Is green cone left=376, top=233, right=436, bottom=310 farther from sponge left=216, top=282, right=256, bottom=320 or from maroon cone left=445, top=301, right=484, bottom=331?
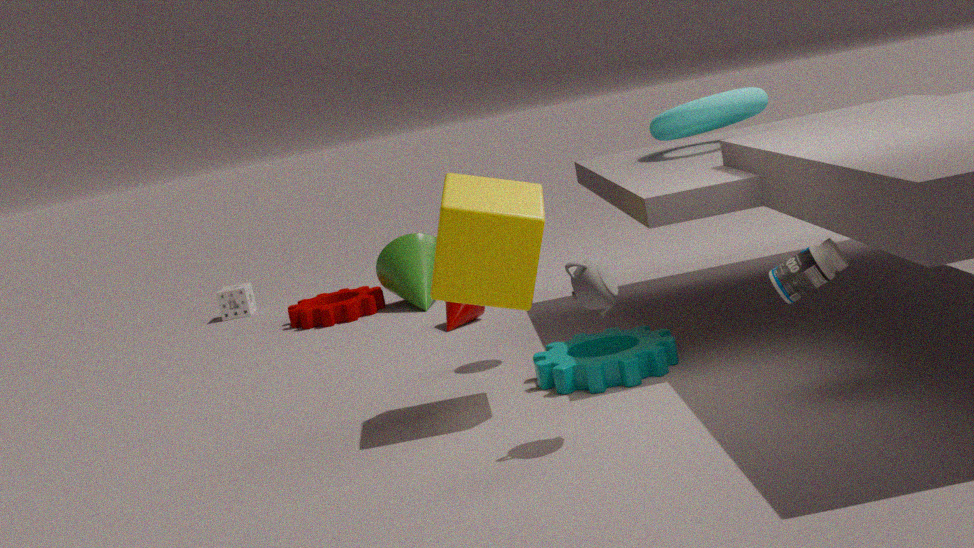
sponge left=216, top=282, right=256, bottom=320
